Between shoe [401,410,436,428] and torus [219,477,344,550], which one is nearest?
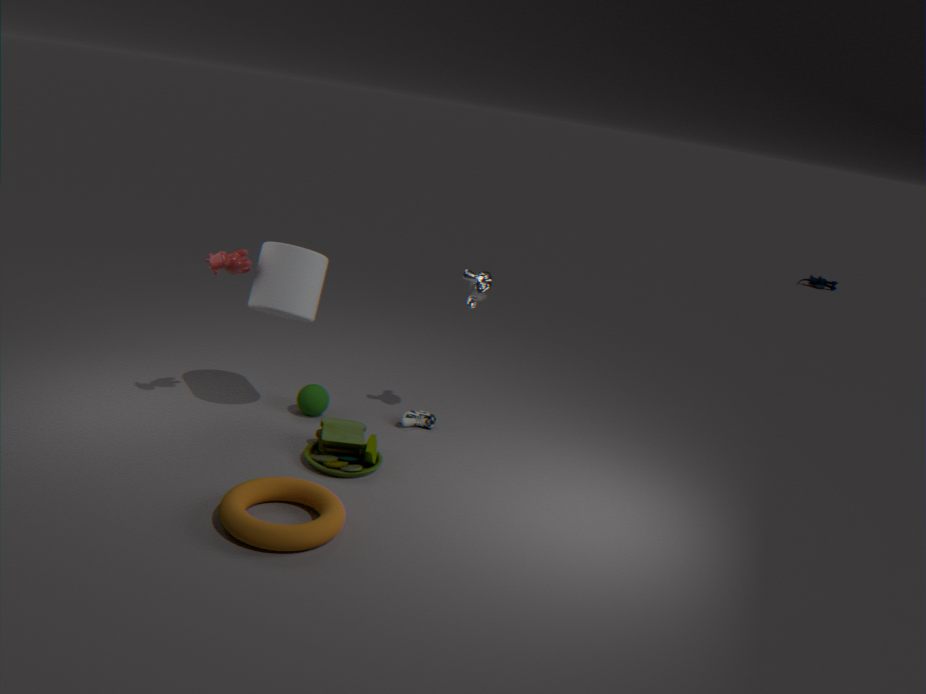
torus [219,477,344,550]
